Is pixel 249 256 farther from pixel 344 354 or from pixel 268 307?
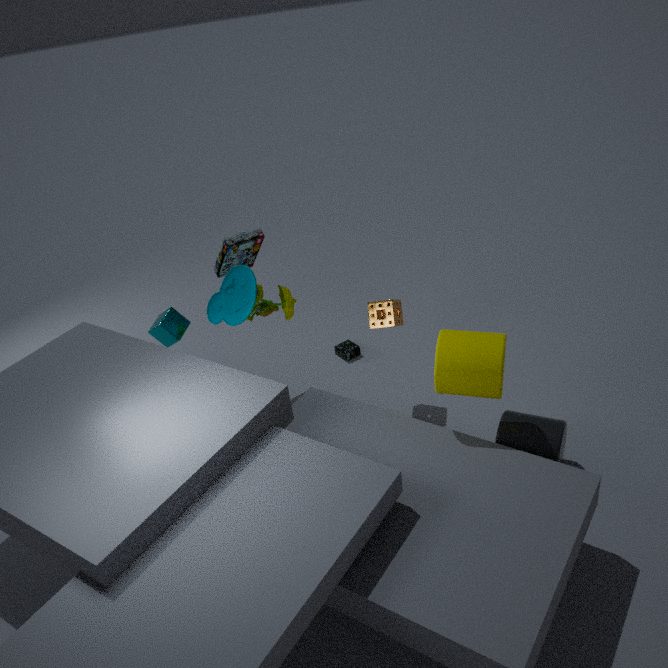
pixel 344 354
